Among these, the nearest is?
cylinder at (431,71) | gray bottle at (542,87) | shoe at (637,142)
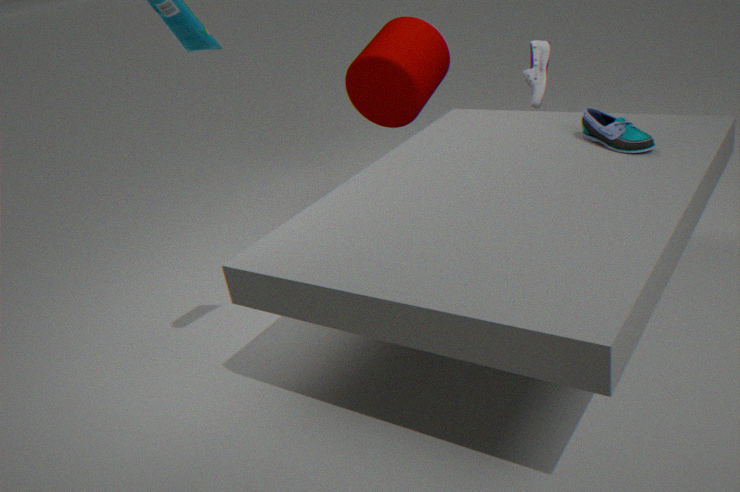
shoe at (637,142)
